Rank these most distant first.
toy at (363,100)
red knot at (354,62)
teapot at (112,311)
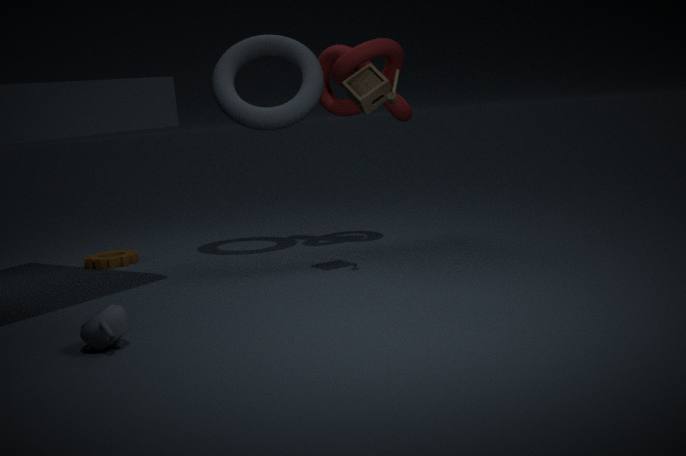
red knot at (354,62) < toy at (363,100) < teapot at (112,311)
